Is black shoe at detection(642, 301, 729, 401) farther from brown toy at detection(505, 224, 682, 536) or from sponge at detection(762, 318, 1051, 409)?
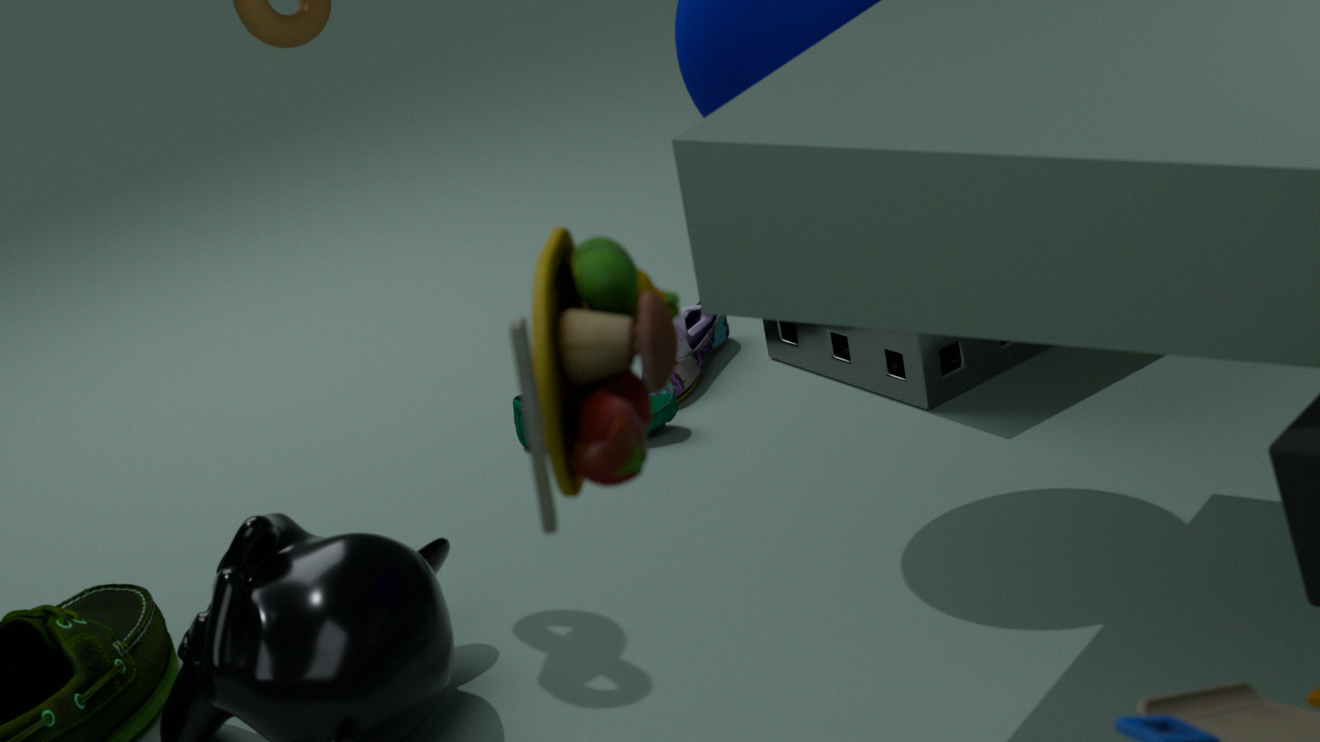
brown toy at detection(505, 224, 682, 536)
